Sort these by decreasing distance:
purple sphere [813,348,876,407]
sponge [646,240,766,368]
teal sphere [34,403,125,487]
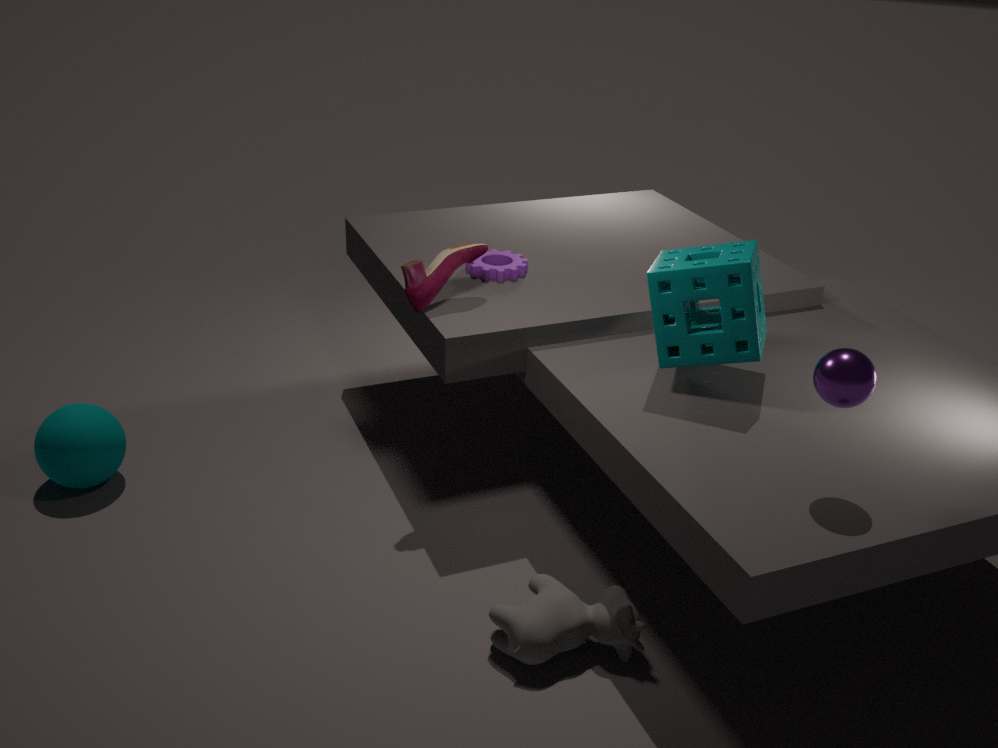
teal sphere [34,403,125,487] < sponge [646,240,766,368] < purple sphere [813,348,876,407]
